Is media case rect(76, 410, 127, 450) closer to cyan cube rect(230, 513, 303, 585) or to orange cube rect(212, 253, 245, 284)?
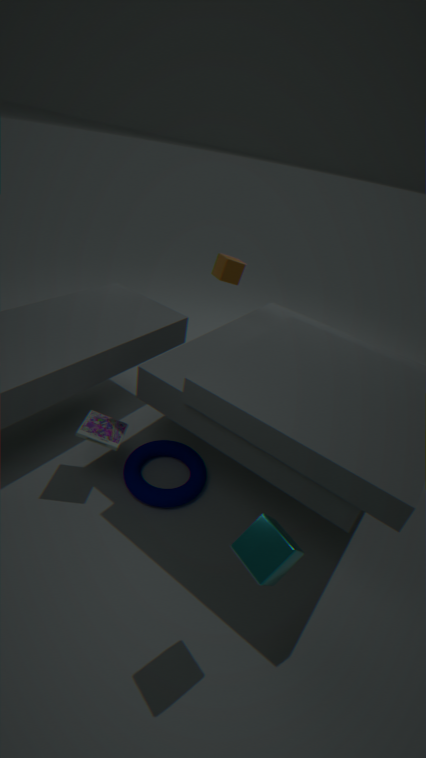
cyan cube rect(230, 513, 303, 585)
